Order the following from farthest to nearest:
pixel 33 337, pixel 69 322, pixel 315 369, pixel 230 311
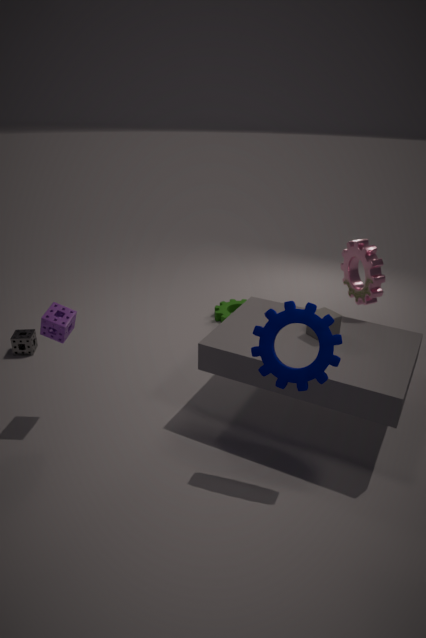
pixel 230 311 < pixel 33 337 < pixel 69 322 < pixel 315 369
